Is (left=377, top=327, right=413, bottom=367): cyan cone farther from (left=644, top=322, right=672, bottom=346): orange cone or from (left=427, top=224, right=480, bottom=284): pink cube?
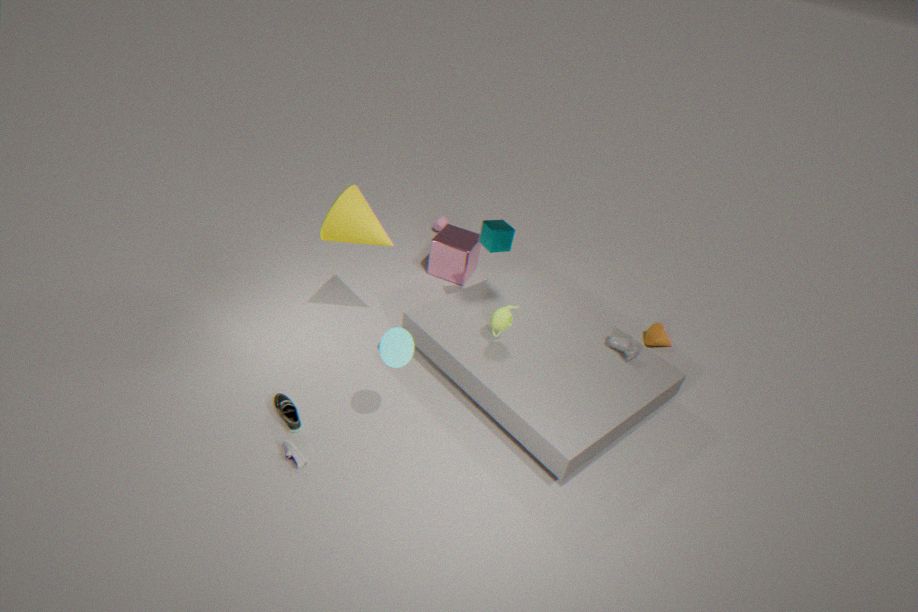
(left=644, top=322, right=672, bottom=346): orange cone
